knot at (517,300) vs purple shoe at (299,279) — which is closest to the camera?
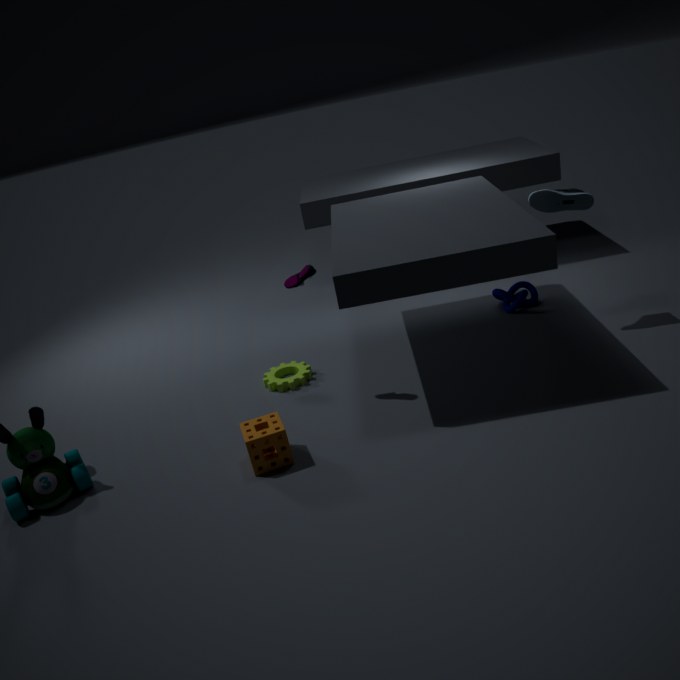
purple shoe at (299,279)
